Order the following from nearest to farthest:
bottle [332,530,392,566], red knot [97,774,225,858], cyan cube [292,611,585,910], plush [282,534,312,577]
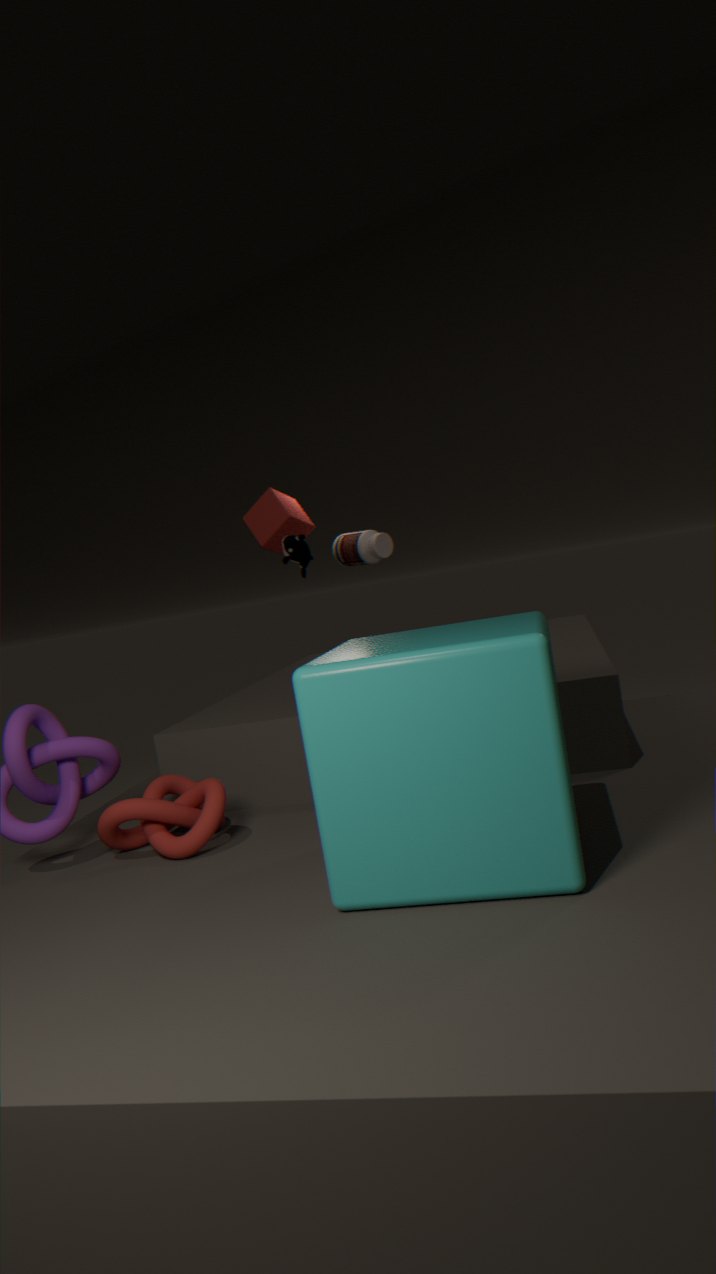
1. cyan cube [292,611,585,910]
2. red knot [97,774,225,858]
3. plush [282,534,312,577]
4. bottle [332,530,392,566]
